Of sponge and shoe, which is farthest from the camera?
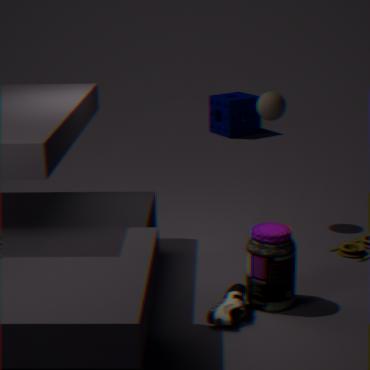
sponge
